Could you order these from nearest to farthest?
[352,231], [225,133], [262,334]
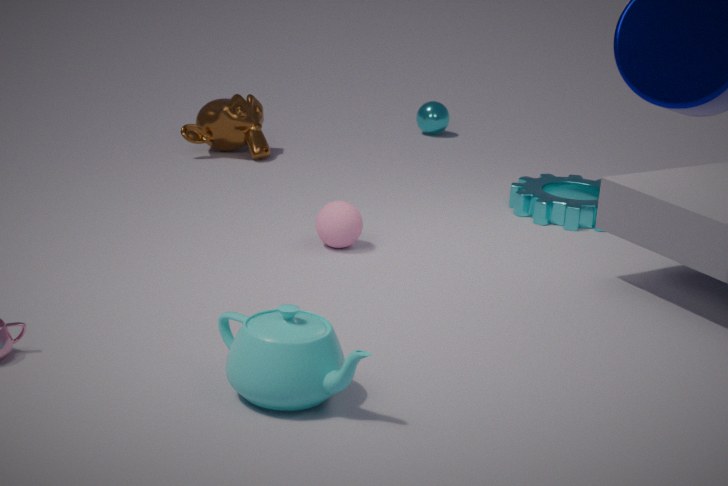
[262,334]
[352,231]
[225,133]
